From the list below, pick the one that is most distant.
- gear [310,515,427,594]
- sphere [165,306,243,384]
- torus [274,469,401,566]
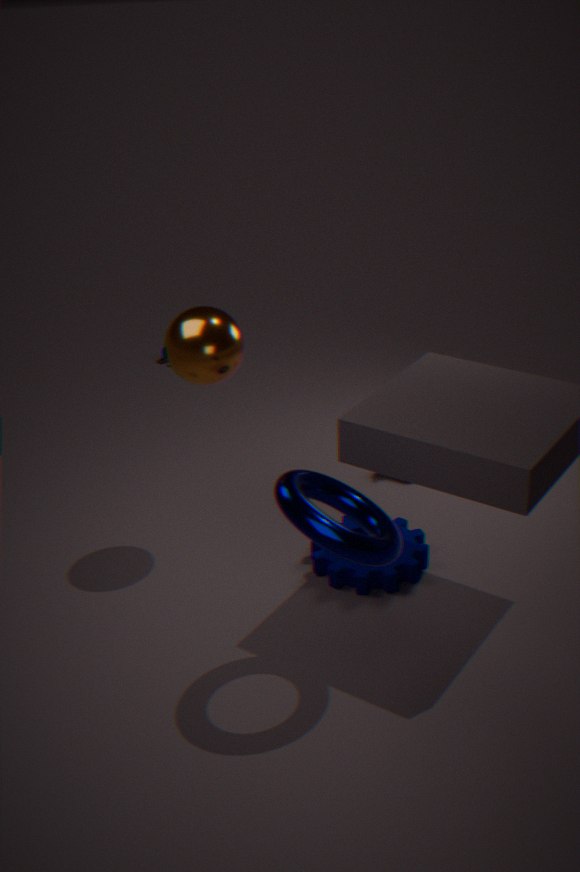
gear [310,515,427,594]
